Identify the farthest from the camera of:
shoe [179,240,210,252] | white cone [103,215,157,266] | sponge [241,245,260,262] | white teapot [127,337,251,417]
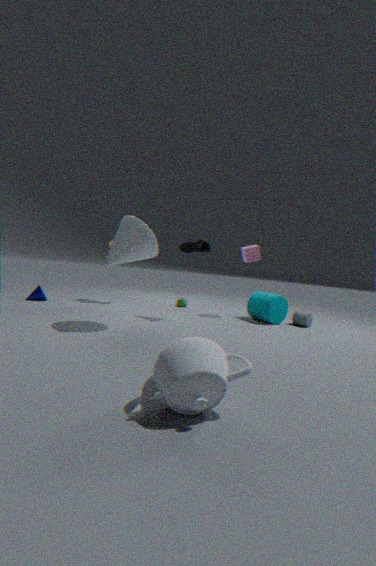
sponge [241,245,260,262]
